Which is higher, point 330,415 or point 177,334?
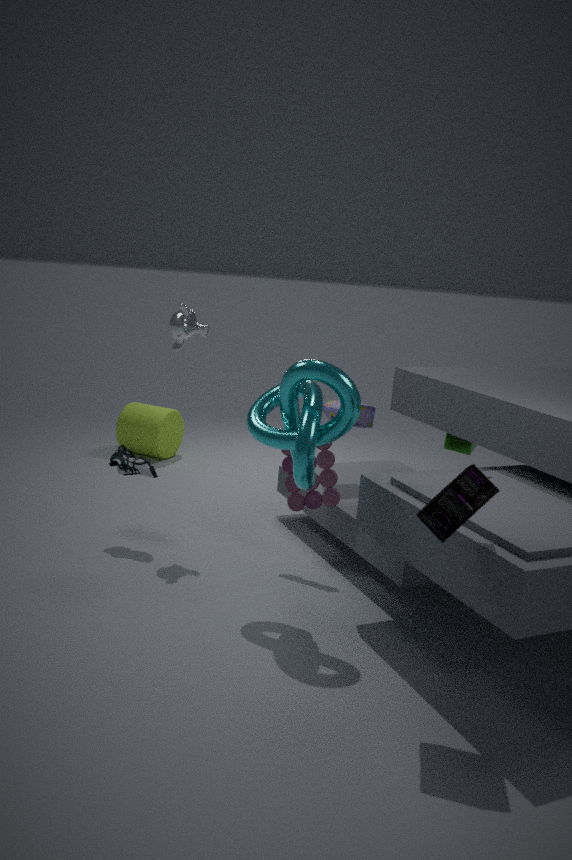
point 177,334
